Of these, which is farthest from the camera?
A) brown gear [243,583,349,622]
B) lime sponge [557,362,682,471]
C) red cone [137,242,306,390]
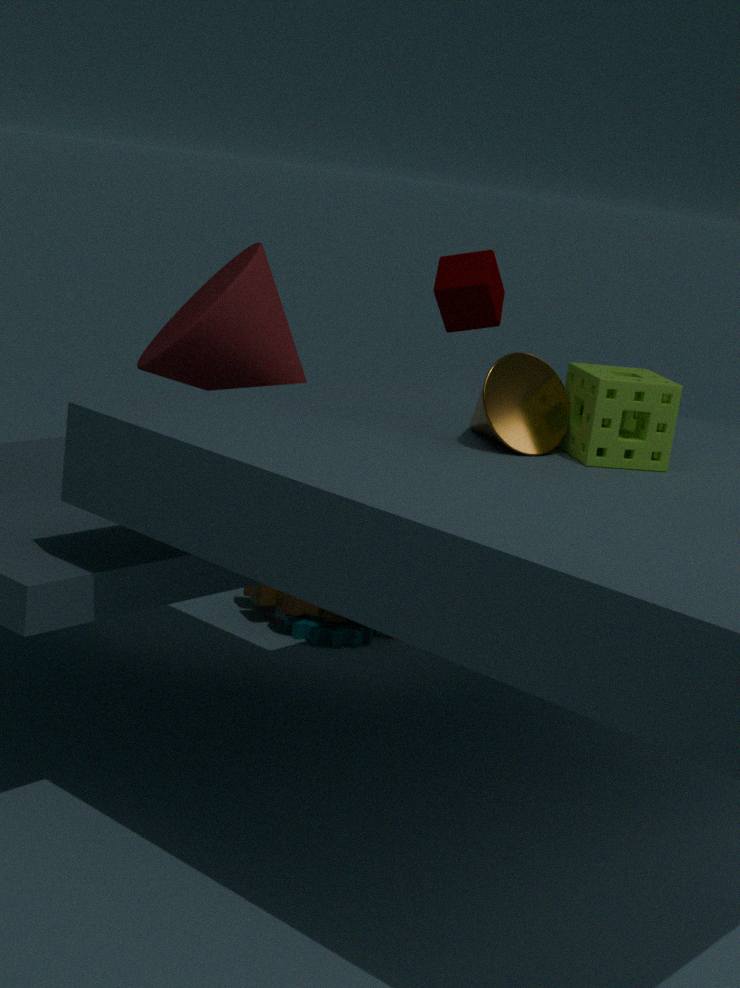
brown gear [243,583,349,622]
